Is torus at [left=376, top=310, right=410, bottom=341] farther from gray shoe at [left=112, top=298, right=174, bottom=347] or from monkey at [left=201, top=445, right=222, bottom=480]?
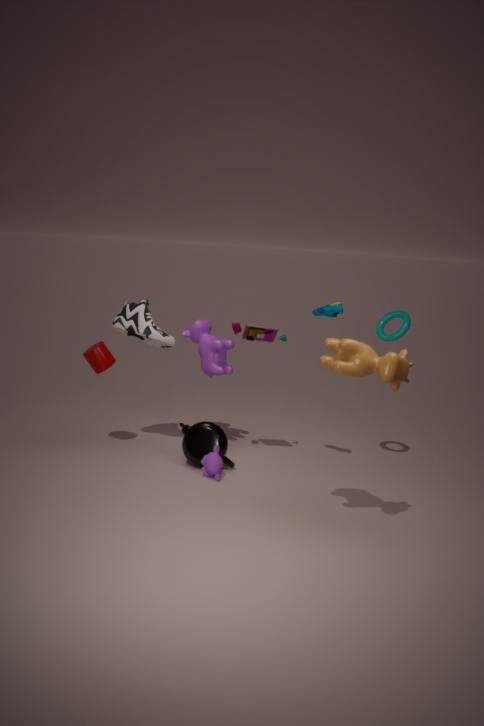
gray shoe at [left=112, top=298, right=174, bottom=347]
